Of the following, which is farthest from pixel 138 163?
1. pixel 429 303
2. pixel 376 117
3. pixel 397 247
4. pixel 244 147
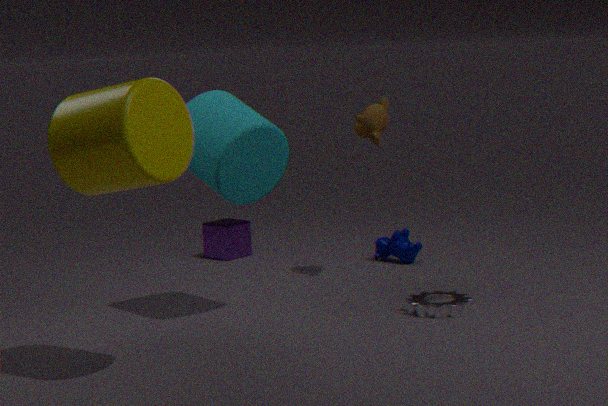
pixel 397 247
